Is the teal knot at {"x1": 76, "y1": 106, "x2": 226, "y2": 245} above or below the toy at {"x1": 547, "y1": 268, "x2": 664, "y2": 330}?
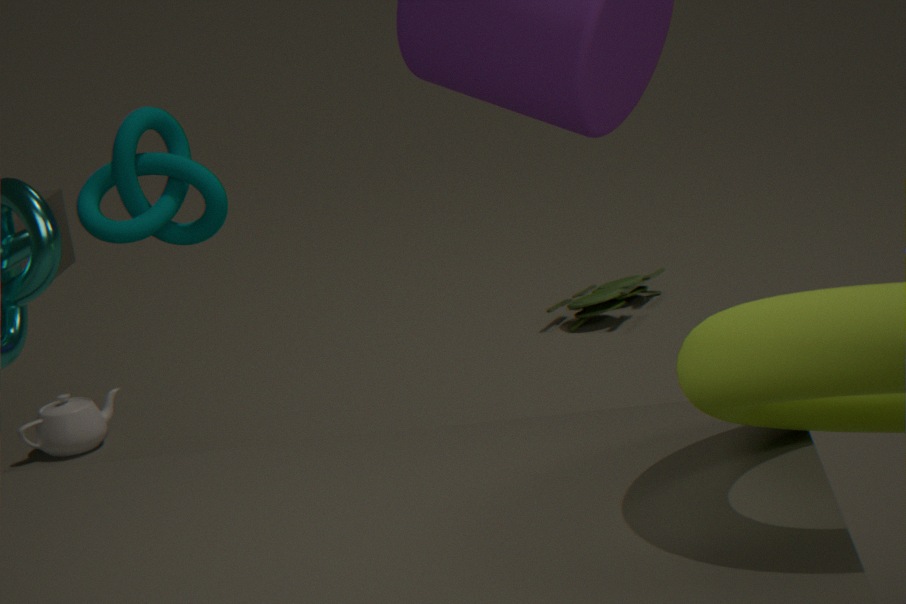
above
